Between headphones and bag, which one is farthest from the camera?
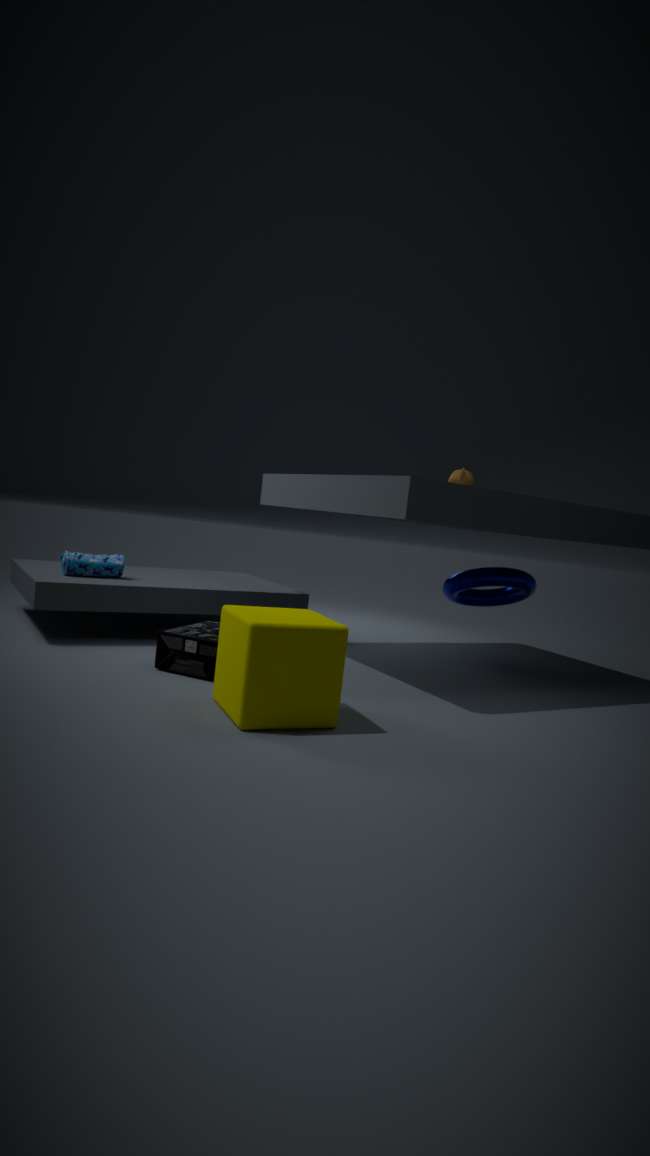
bag
